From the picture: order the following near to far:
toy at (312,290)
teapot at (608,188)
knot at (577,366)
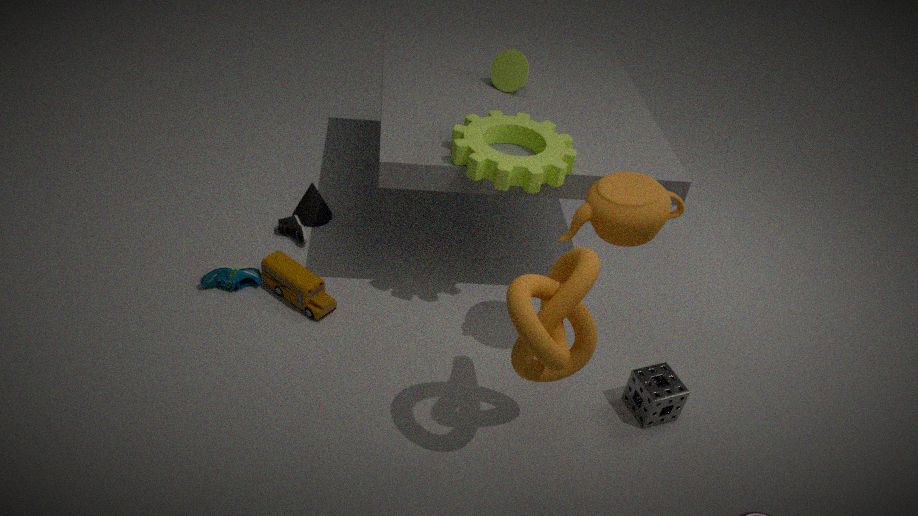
1. knot at (577,366)
2. teapot at (608,188)
3. toy at (312,290)
